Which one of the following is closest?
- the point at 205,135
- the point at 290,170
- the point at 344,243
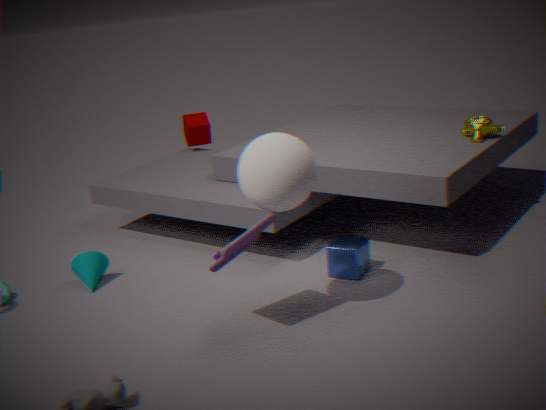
the point at 290,170
